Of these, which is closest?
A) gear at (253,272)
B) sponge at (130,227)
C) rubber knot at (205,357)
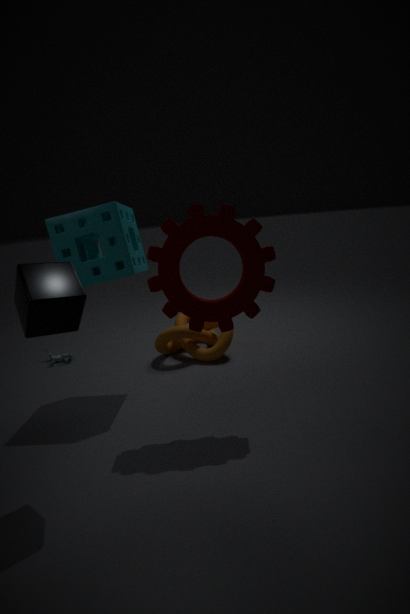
gear at (253,272)
